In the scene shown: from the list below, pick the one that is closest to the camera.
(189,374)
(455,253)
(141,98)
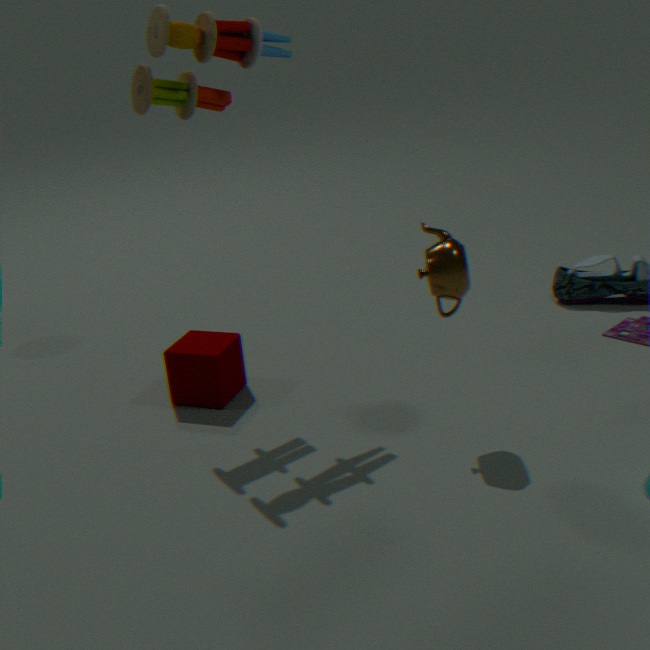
(455,253)
